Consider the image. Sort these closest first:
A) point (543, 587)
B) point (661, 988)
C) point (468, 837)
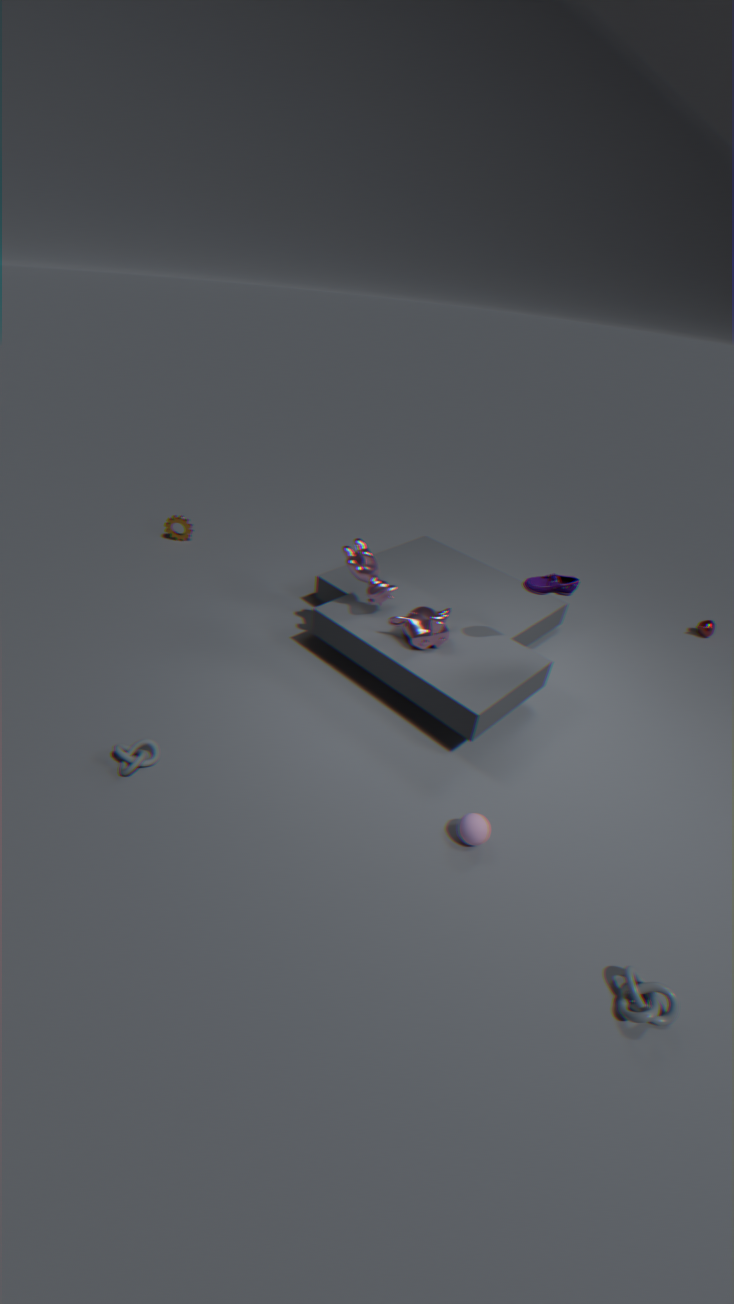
point (661, 988) < point (468, 837) < point (543, 587)
